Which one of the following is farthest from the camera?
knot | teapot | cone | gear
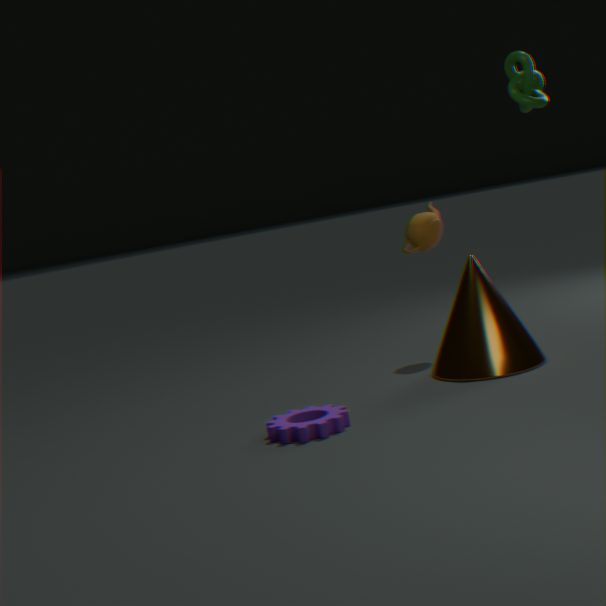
teapot
